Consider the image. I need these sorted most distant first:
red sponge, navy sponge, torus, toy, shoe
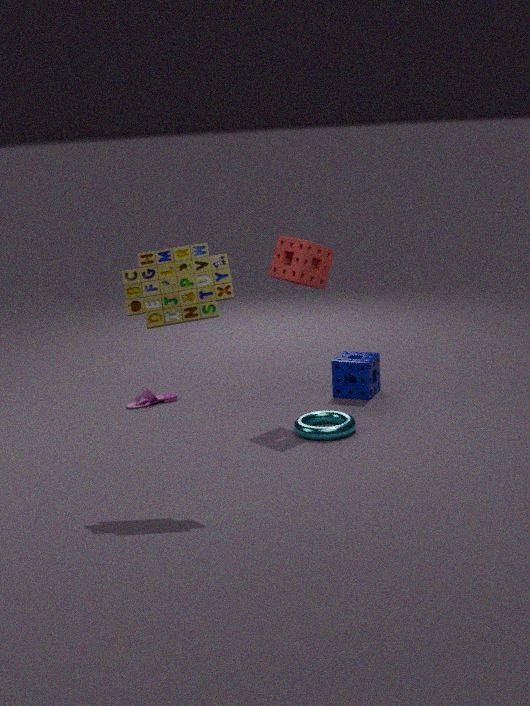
shoe < navy sponge < red sponge < torus < toy
